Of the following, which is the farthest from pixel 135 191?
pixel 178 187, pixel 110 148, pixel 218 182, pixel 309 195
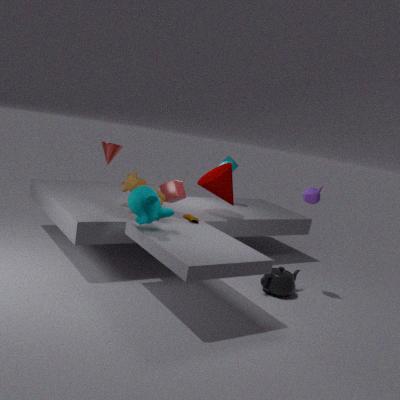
pixel 309 195
